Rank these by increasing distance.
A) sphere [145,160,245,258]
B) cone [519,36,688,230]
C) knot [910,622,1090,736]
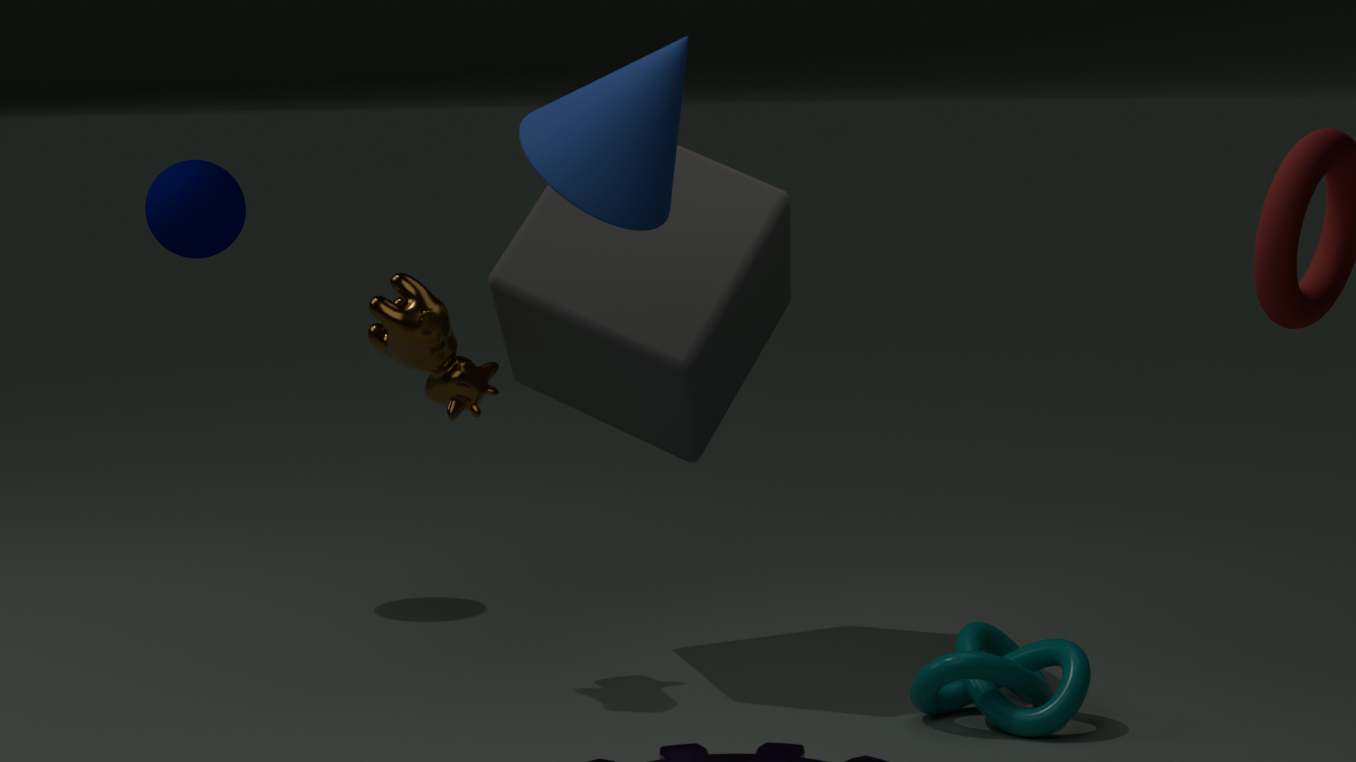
cone [519,36,688,230] < knot [910,622,1090,736] < sphere [145,160,245,258]
